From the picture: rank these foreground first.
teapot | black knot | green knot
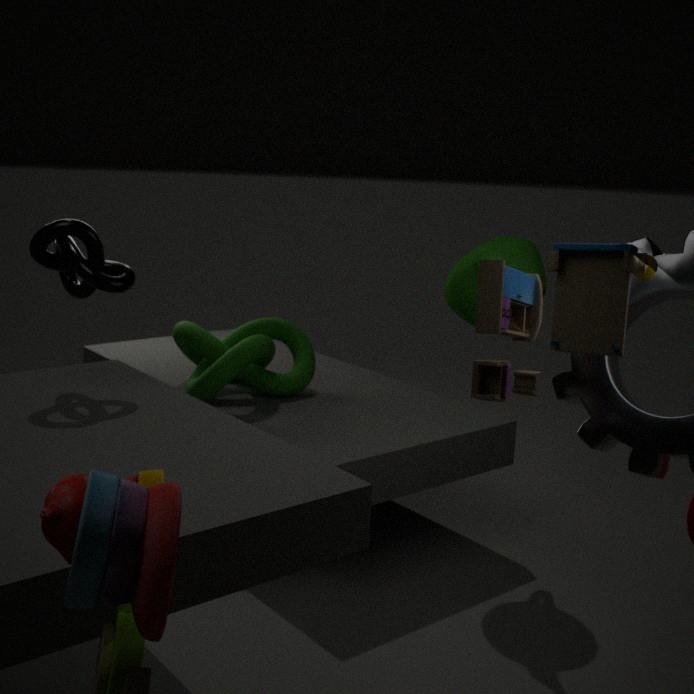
black knot → teapot → green knot
